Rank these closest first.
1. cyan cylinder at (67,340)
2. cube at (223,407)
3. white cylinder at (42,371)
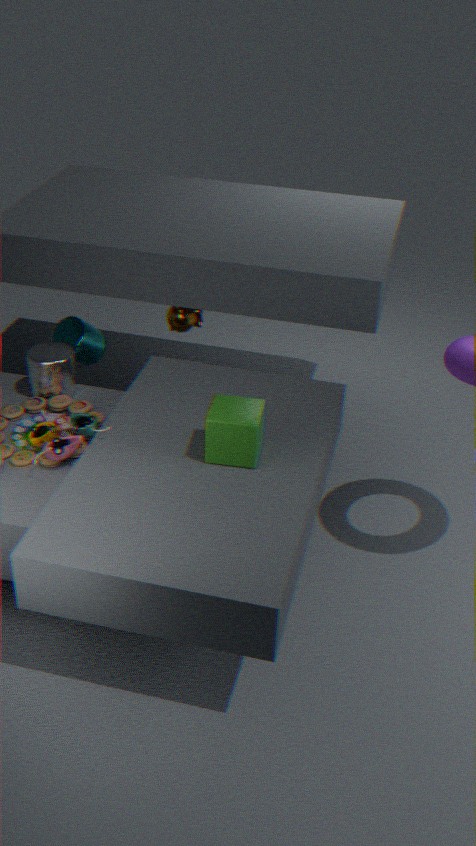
cube at (223,407), white cylinder at (42,371), cyan cylinder at (67,340)
